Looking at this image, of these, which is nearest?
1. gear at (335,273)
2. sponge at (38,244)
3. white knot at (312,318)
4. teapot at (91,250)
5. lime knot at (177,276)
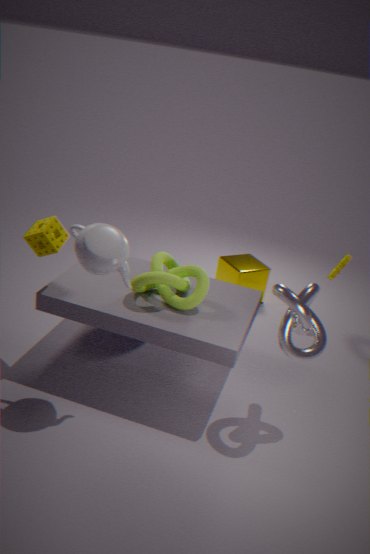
teapot at (91,250)
